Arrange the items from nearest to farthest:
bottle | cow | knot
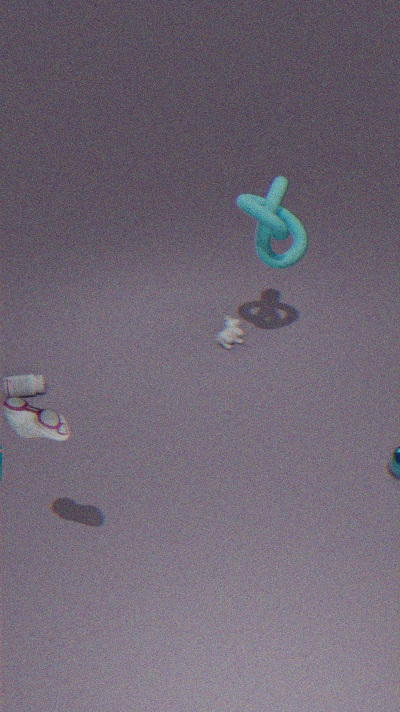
knot
bottle
cow
